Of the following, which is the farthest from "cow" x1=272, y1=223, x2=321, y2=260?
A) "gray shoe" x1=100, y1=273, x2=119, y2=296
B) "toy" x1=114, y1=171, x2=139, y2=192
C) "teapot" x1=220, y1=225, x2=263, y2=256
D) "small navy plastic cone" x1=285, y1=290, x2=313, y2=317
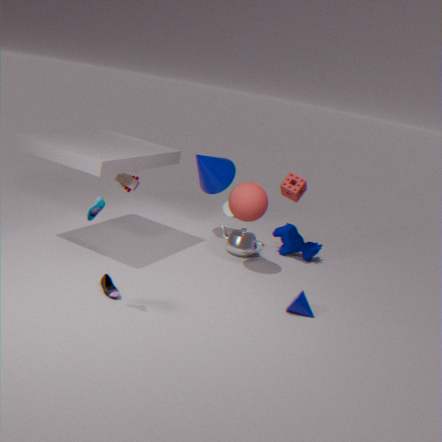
"gray shoe" x1=100, y1=273, x2=119, y2=296
